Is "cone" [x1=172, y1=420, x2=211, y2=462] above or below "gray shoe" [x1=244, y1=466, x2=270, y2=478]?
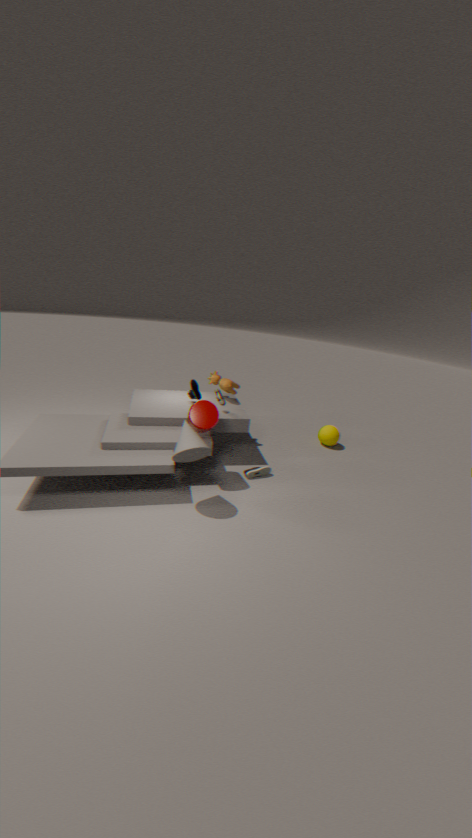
above
